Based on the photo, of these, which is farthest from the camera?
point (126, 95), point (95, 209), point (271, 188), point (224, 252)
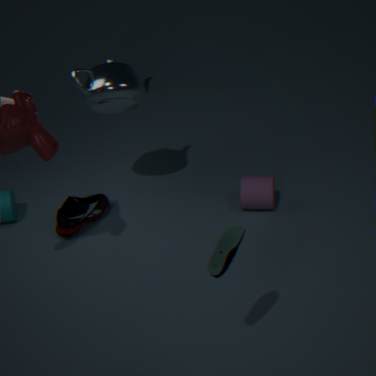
point (95, 209)
